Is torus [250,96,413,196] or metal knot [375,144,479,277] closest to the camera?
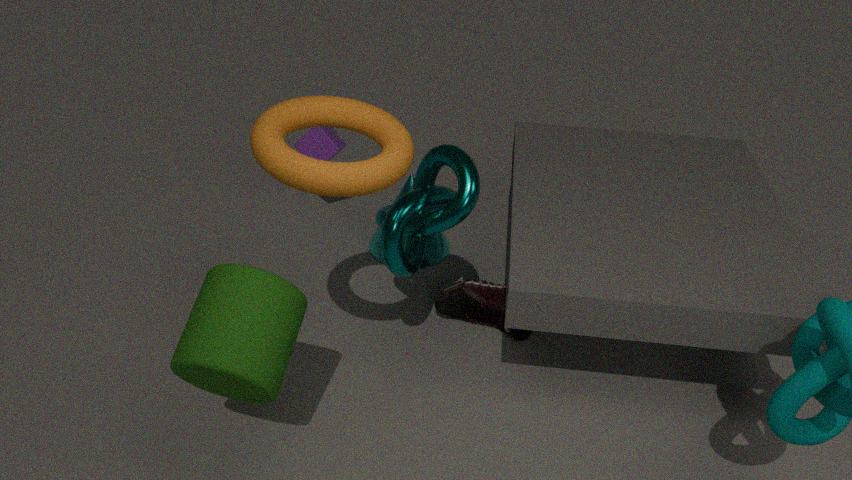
torus [250,96,413,196]
